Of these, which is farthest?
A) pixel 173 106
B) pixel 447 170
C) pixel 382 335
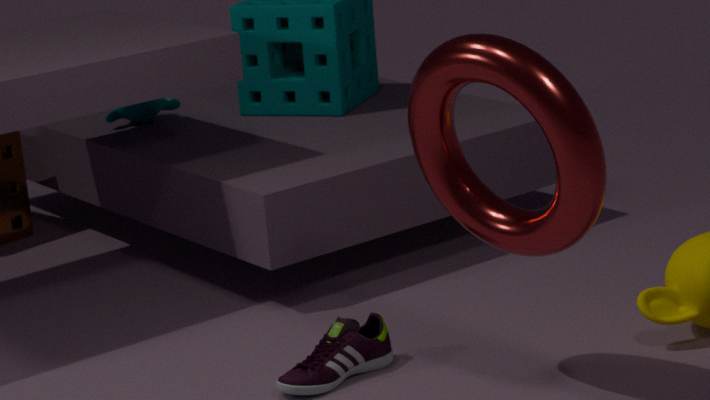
pixel 173 106
